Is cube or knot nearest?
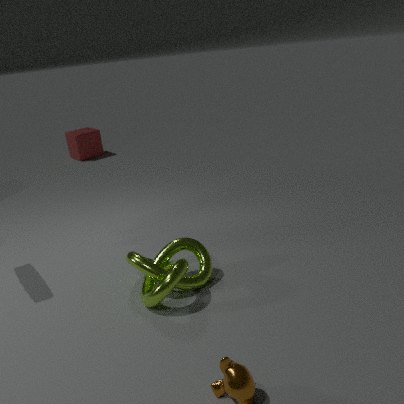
knot
